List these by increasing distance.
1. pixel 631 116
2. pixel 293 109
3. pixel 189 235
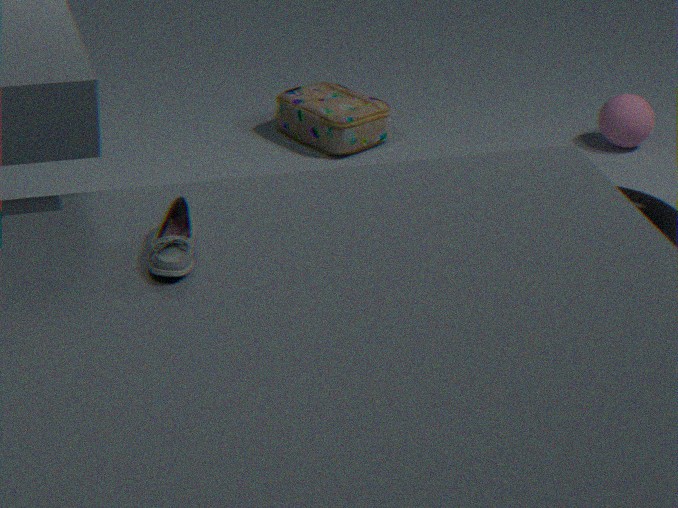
pixel 189 235, pixel 631 116, pixel 293 109
